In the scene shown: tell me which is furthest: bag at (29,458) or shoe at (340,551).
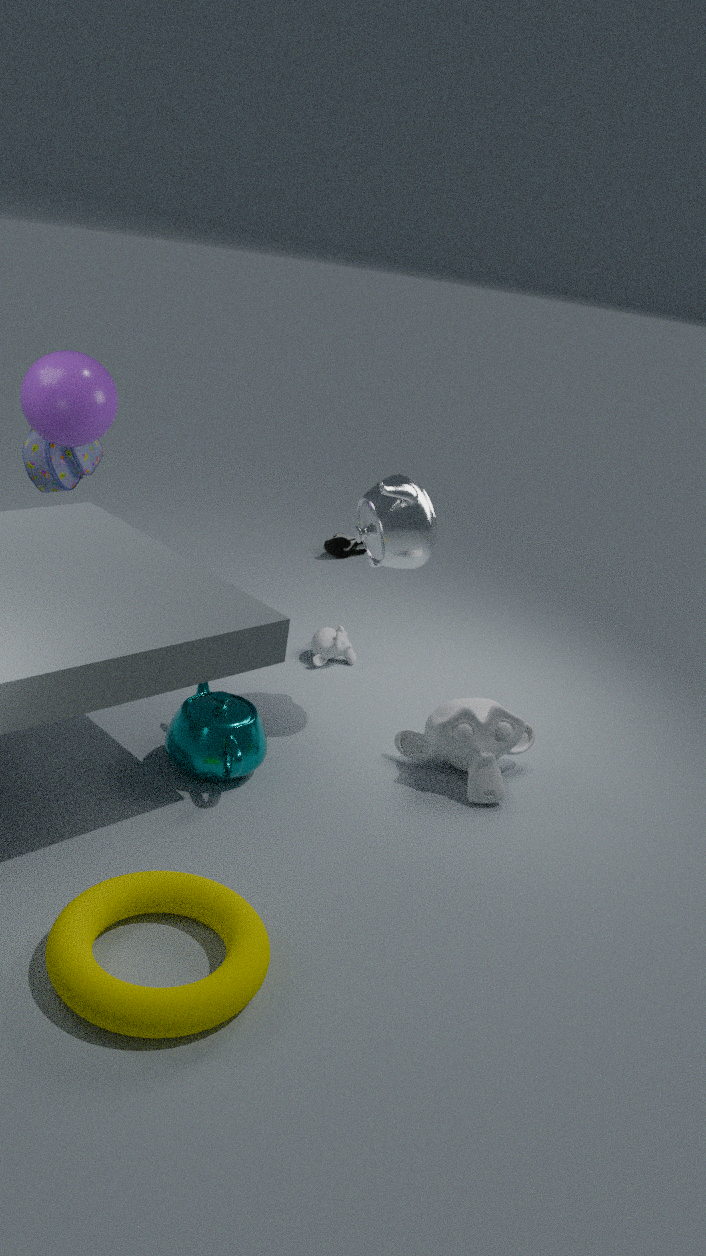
shoe at (340,551)
